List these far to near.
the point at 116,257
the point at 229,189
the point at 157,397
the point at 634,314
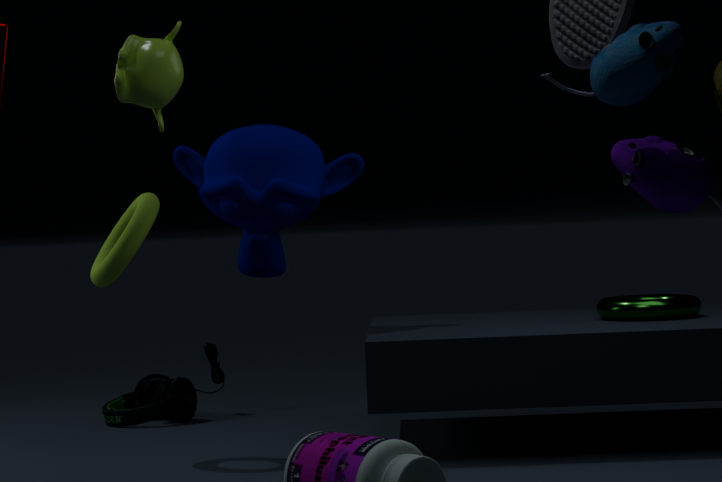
the point at 157,397 < the point at 229,189 < the point at 634,314 < the point at 116,257
